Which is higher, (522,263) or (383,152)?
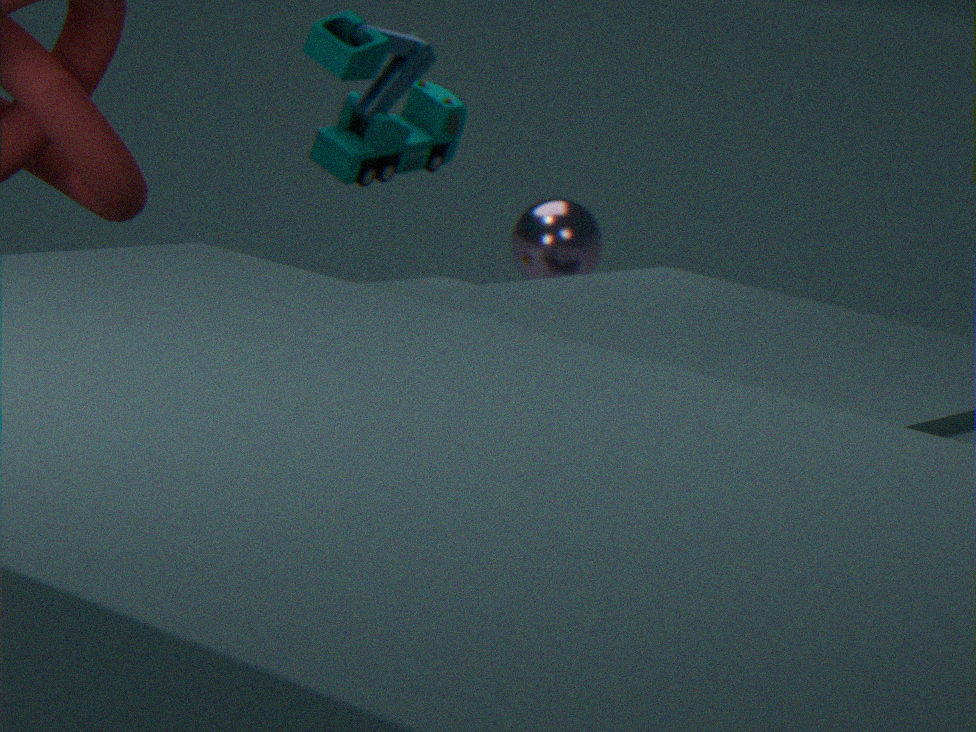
(383,152)
